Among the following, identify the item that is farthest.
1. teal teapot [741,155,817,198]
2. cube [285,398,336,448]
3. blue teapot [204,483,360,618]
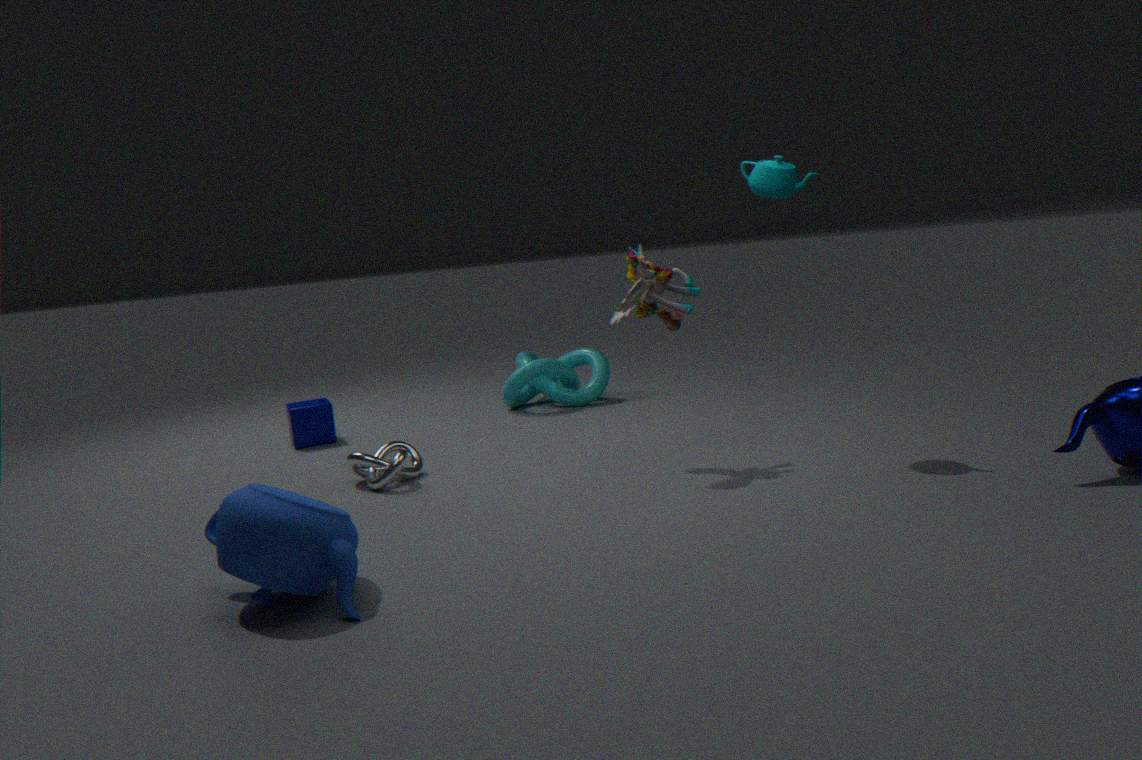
cube [285,398,336,448]
